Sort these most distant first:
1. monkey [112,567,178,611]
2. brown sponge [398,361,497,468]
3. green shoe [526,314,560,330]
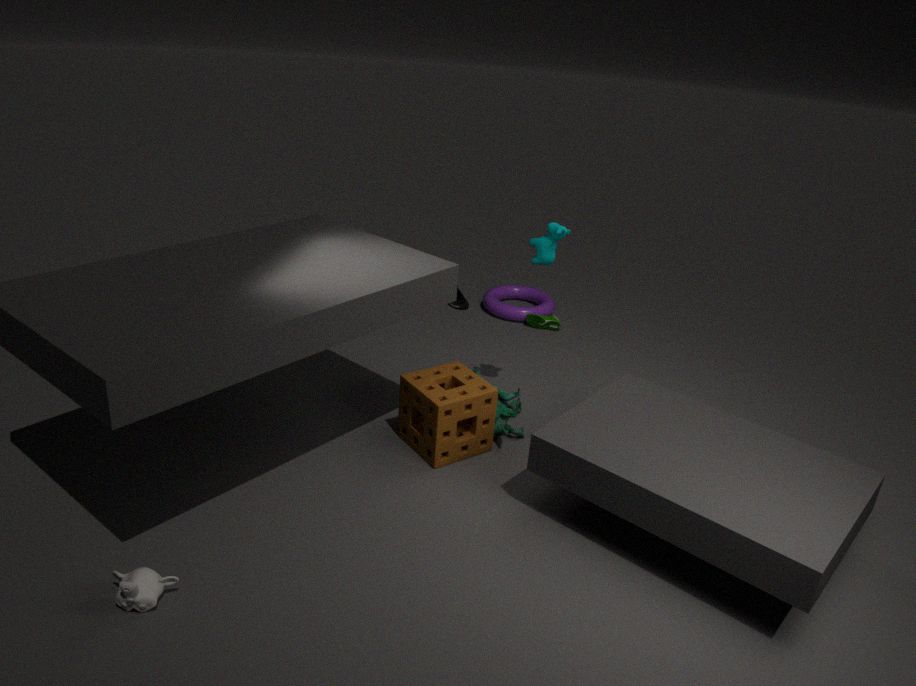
green shoe [526,314,560,330] → brown sponge [398,361,497,468] → monkey [112,567,178,611]
